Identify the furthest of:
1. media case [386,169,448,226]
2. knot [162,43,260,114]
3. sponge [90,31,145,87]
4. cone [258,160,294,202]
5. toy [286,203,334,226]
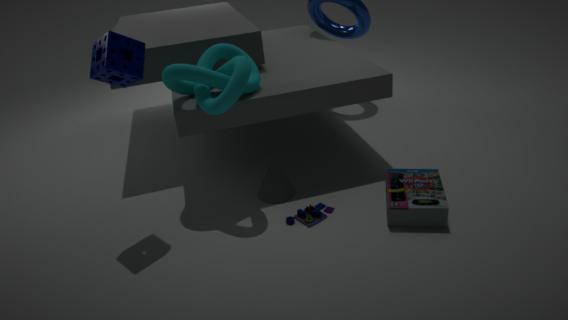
cone [258,160,294,202]
